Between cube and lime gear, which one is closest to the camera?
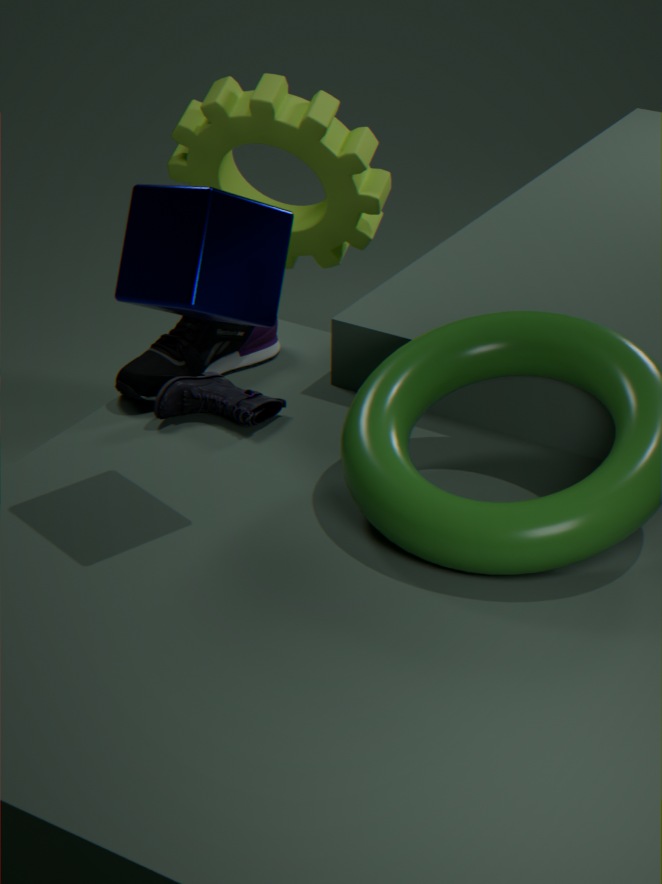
cube
